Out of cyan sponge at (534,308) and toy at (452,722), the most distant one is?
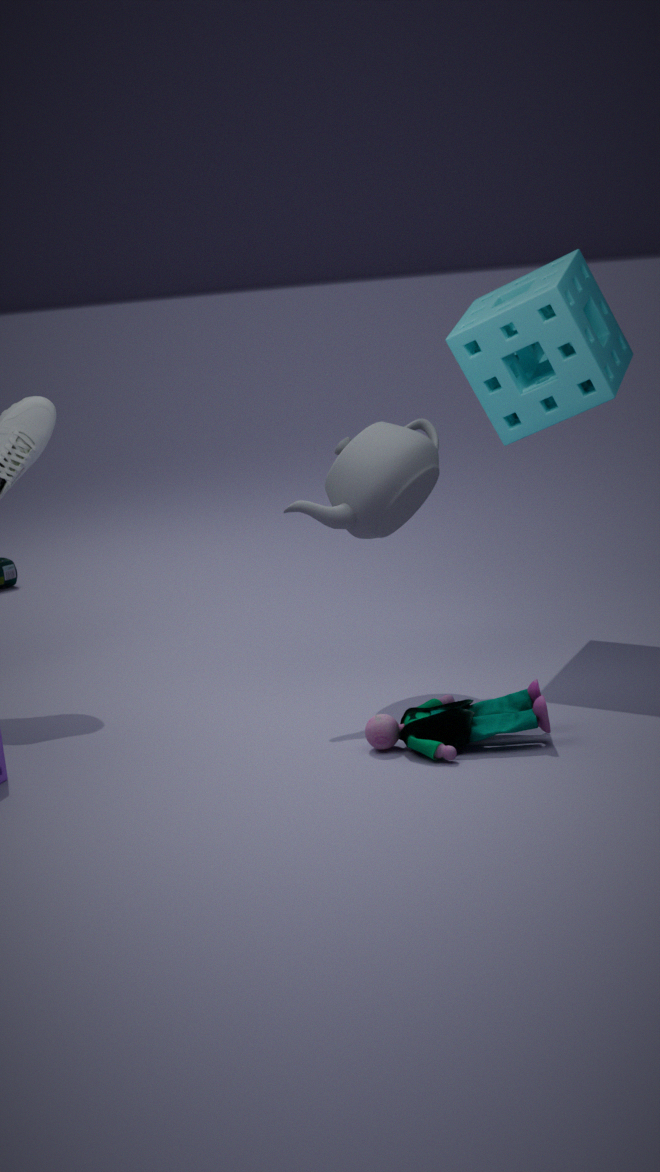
cyan sponge at (534,308)
